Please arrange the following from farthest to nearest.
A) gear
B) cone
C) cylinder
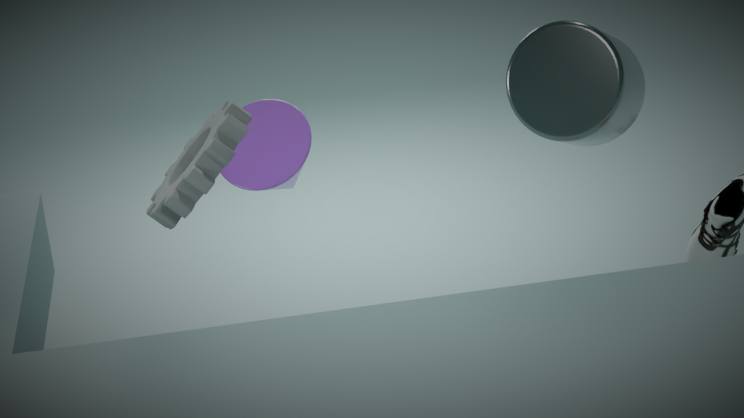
cone
gear
cylinder
